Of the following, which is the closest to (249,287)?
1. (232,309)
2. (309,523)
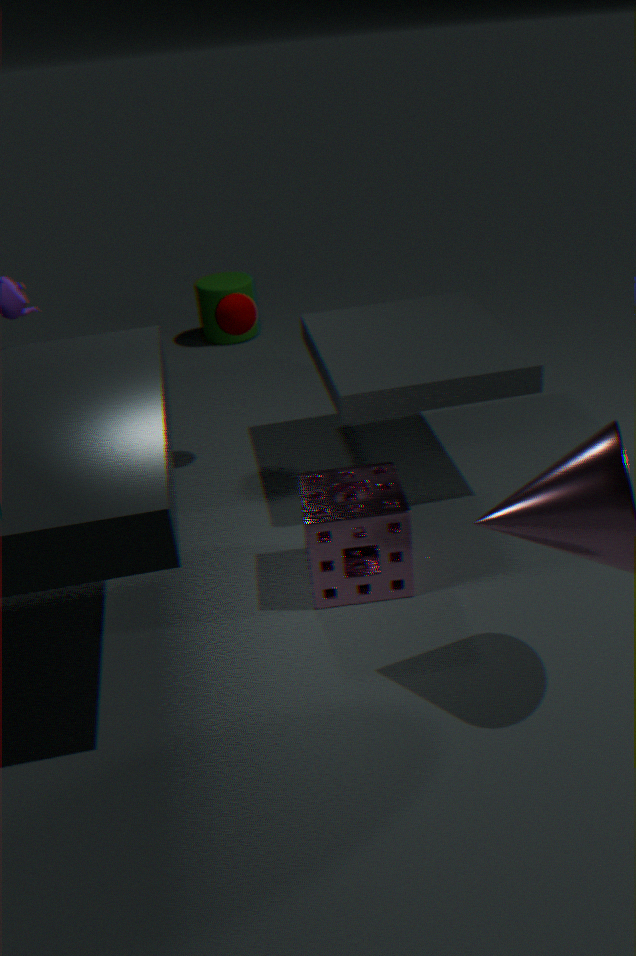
(232,309)
